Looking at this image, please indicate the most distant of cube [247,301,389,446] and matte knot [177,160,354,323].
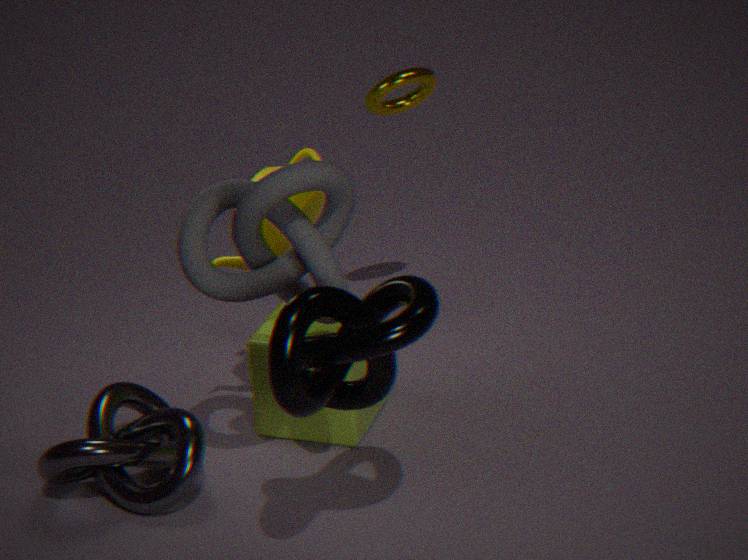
cube [247,301,389,446]
